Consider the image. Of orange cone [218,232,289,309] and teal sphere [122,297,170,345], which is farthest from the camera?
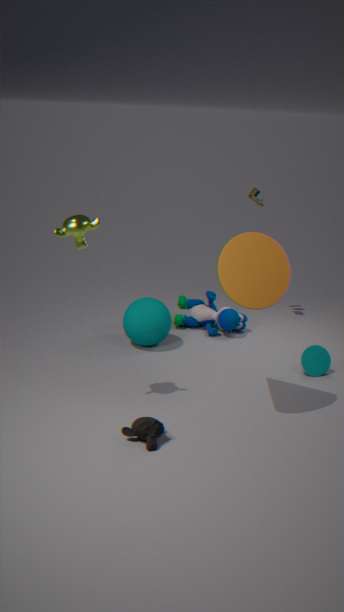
teal sphere [122,297,170,345]
